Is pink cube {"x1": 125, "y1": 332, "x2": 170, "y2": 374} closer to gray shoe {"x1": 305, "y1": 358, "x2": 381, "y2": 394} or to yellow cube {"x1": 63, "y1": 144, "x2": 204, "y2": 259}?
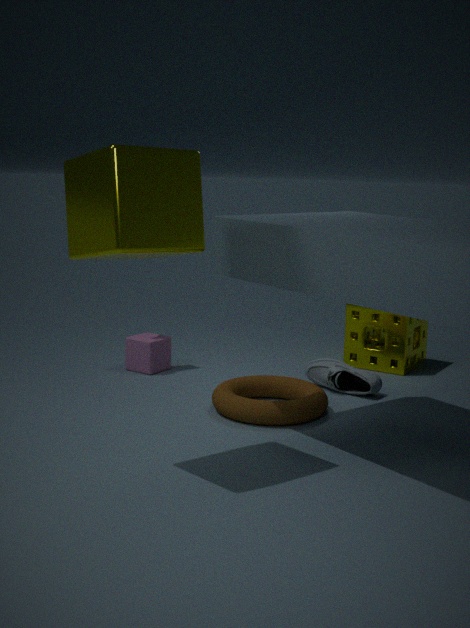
gray shoe {"x1": 305, "y1": 358, "x2": 381, "y2": 394}
